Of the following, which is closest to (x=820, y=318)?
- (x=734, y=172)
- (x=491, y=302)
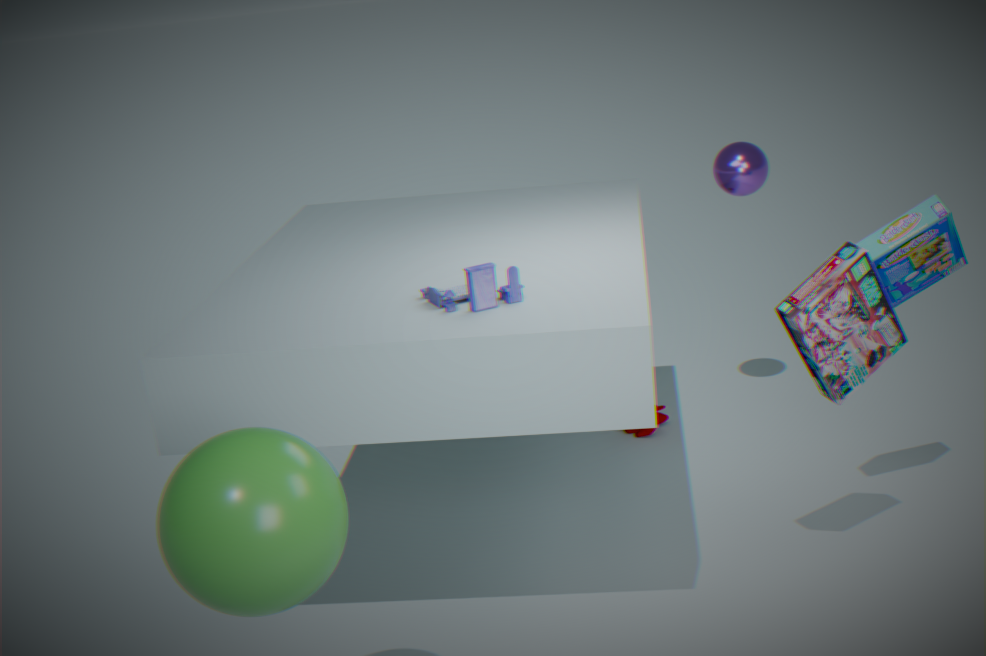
(x=491, y=302)
